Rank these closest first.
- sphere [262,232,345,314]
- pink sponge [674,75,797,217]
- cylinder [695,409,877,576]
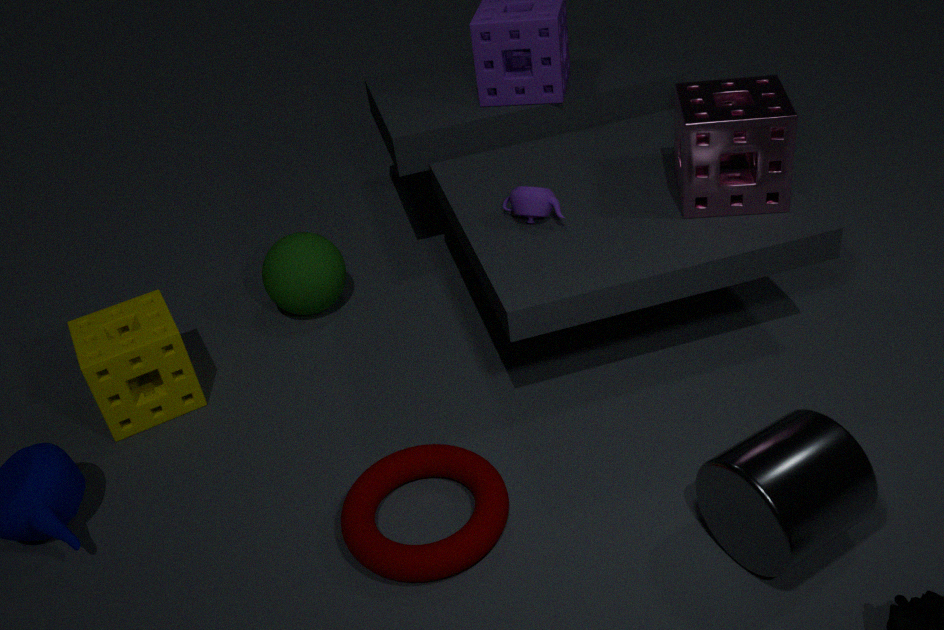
cylinder [695,409,877,576] < pink sponge [674,75,797,217] < sphere [262,232,345,314]
